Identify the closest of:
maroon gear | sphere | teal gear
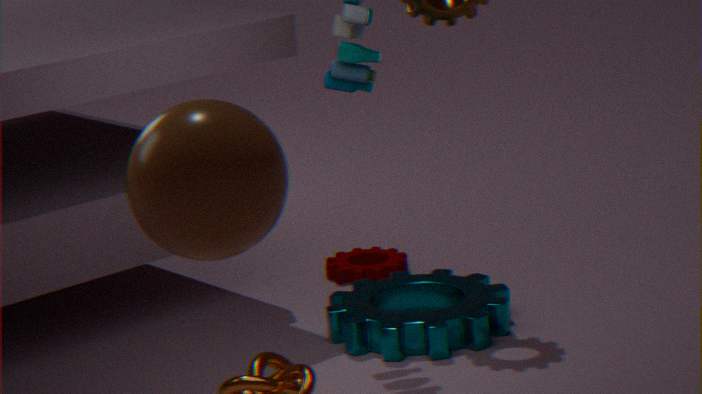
sphere
